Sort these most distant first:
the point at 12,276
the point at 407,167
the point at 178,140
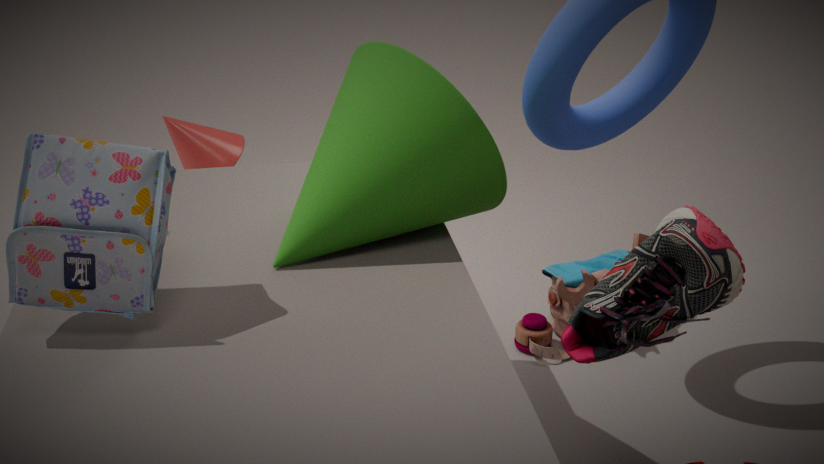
the point at 178,140 < the point at 407,167 < the point at 12,276
